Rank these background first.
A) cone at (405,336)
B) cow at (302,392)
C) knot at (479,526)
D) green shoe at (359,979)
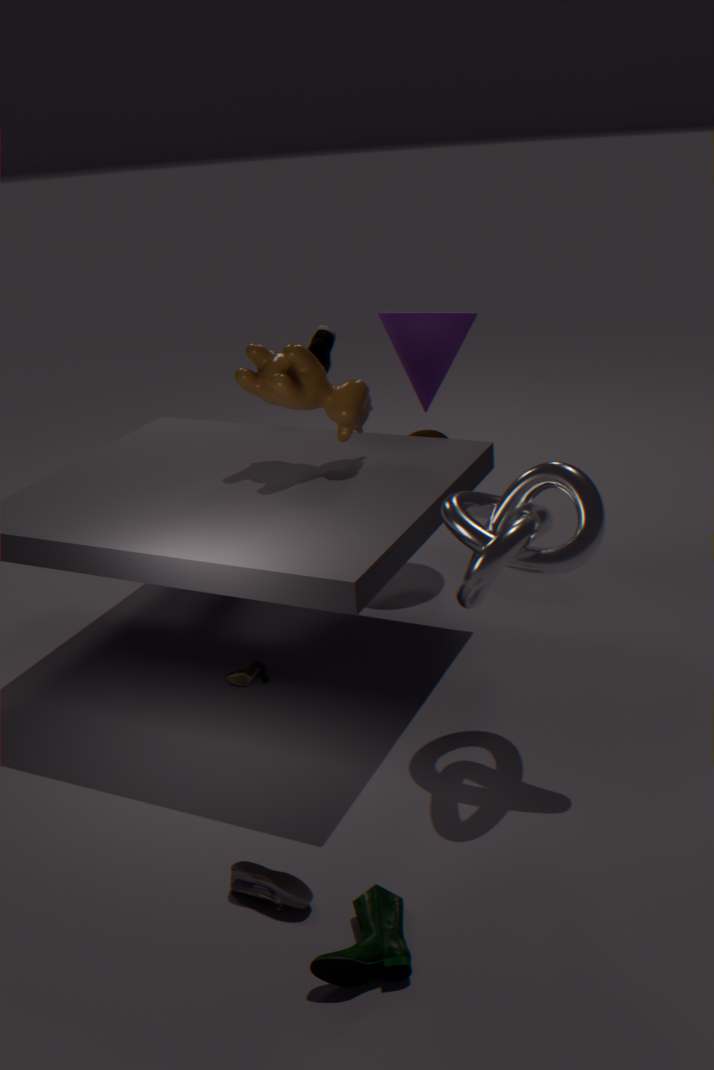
cone at (405,336)
cow at (302,392)
knot at (479,526)
green shoe at (359,979)
